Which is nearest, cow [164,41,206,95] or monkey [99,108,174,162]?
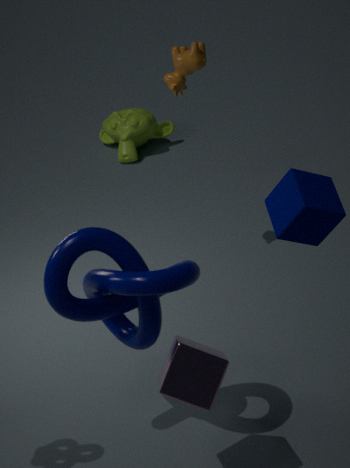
cow [164,41,206,95]
